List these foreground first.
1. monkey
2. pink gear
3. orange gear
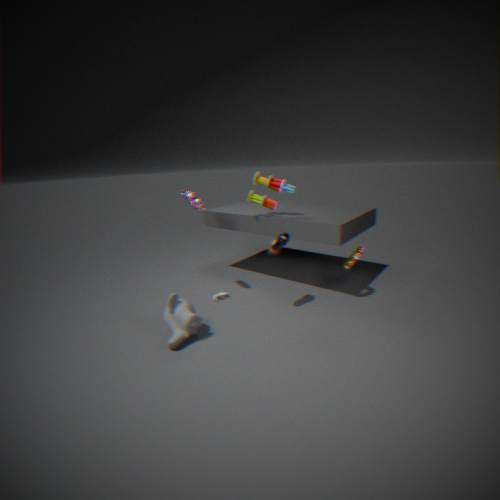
1. monkey
2. pink gear
3. orange gear
